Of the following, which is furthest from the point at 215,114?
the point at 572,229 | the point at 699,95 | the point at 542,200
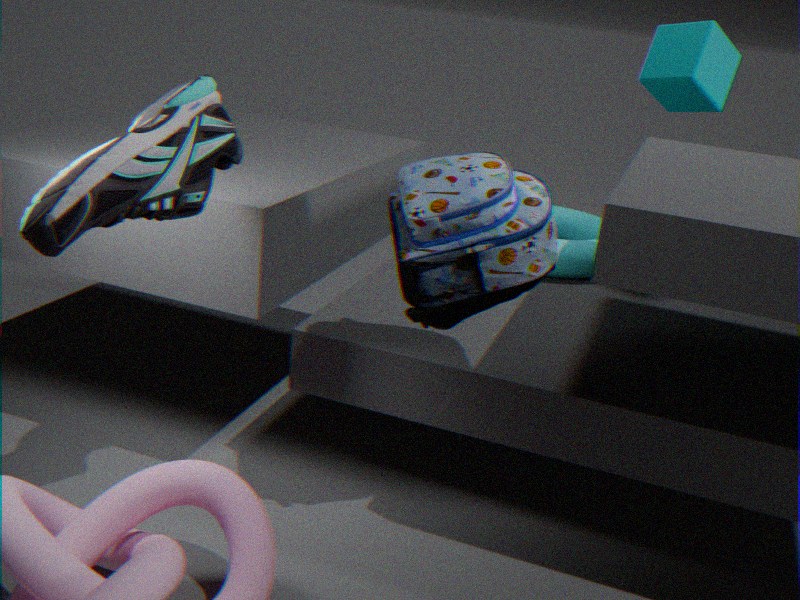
the point at 699,95
